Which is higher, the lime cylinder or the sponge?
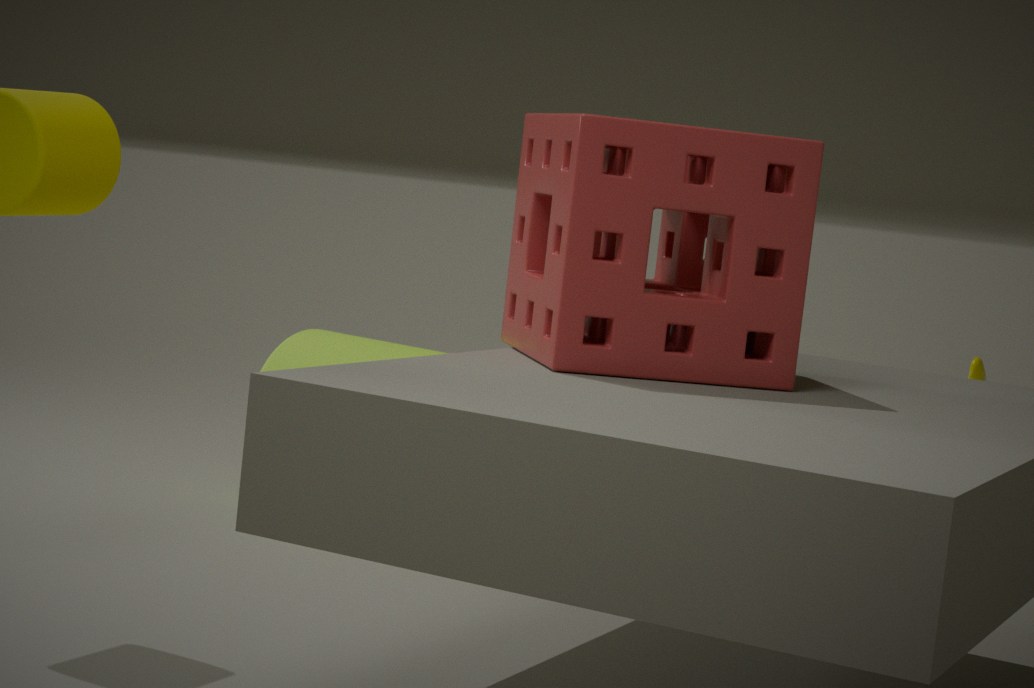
the sponge
